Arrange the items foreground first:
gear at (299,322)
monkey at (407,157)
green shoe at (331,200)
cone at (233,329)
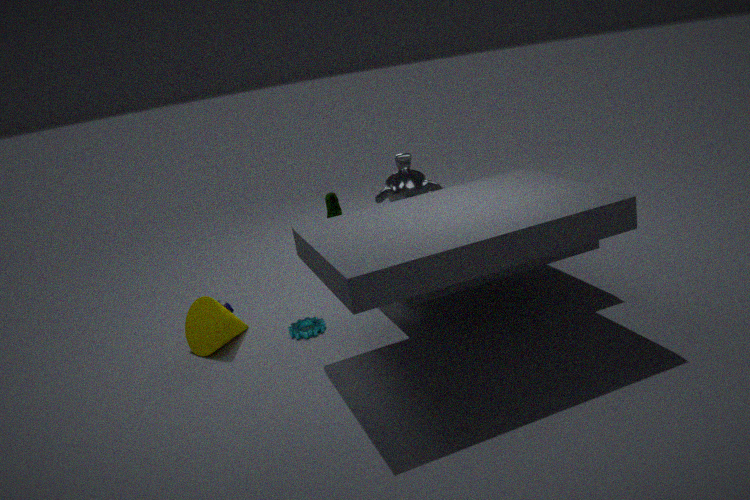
1. cone at (233,329)
2. gear at (299,322)
3. monkey at (407,157)
4. green shoe at (331,200)
